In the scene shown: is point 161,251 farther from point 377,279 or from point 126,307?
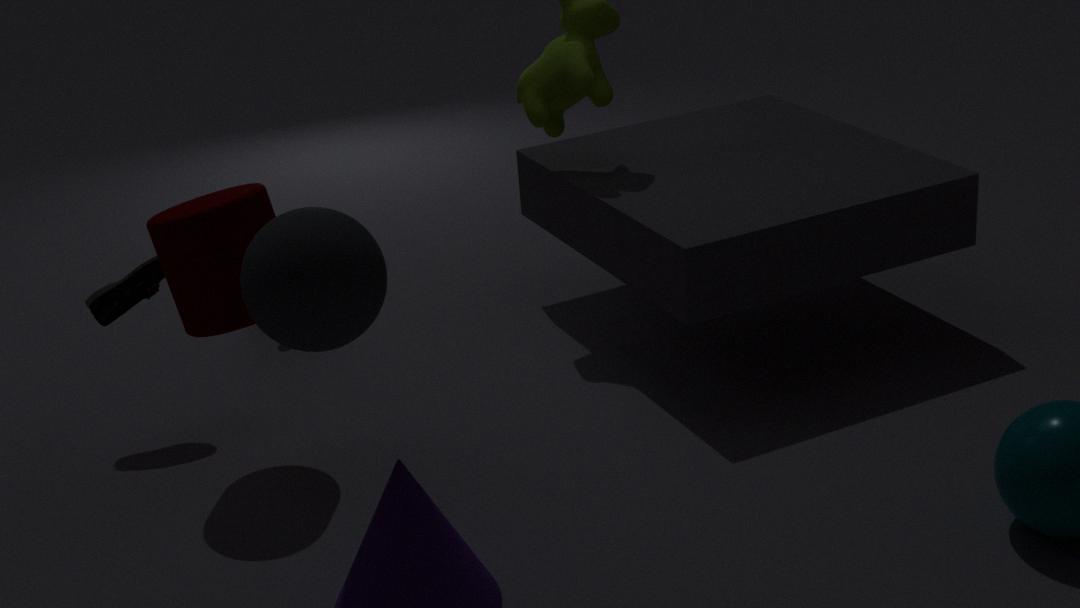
point 377,279
